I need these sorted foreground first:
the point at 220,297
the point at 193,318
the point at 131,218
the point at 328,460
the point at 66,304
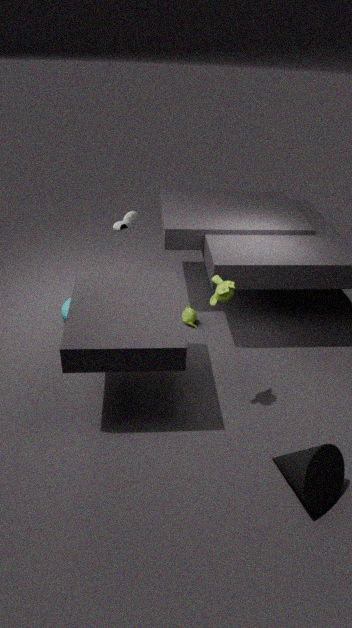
the point at 328,460, the point at 220,297, the point at 131,218, the point at 193,318, the point at 66,304
